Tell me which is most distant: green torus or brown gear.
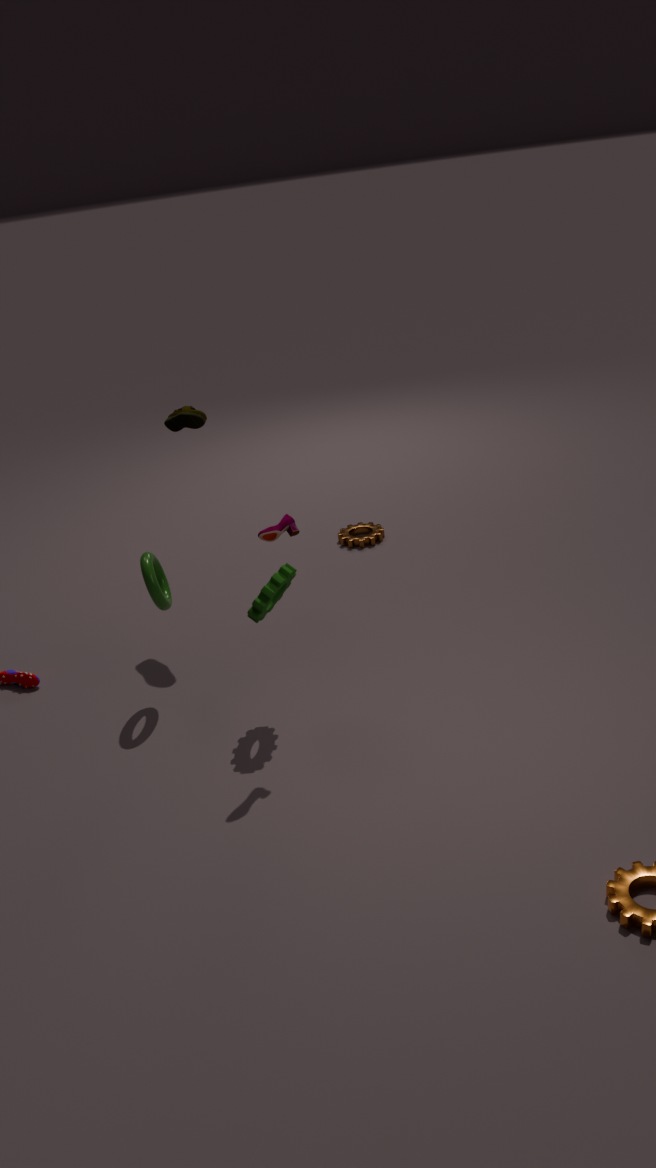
brown gear
